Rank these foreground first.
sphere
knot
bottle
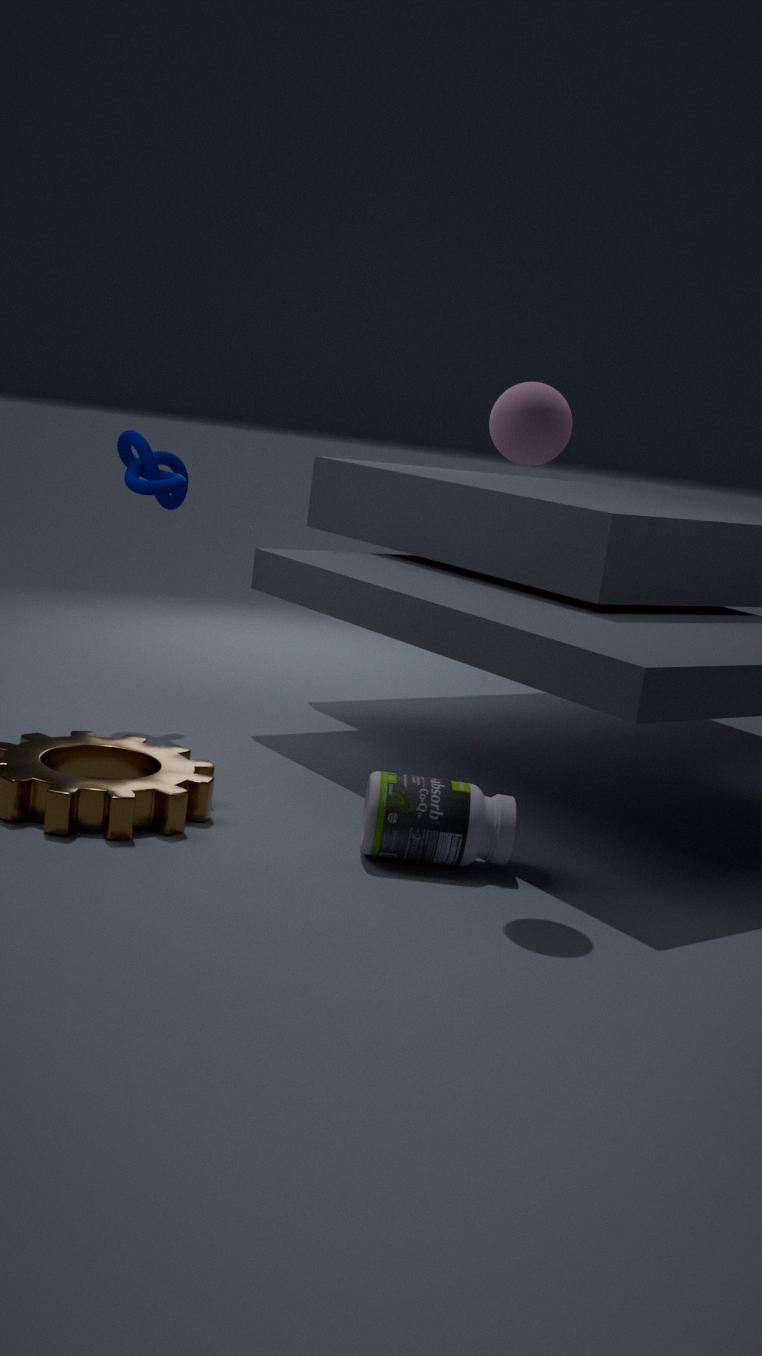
1. sphere
2. bottle
3. knot
